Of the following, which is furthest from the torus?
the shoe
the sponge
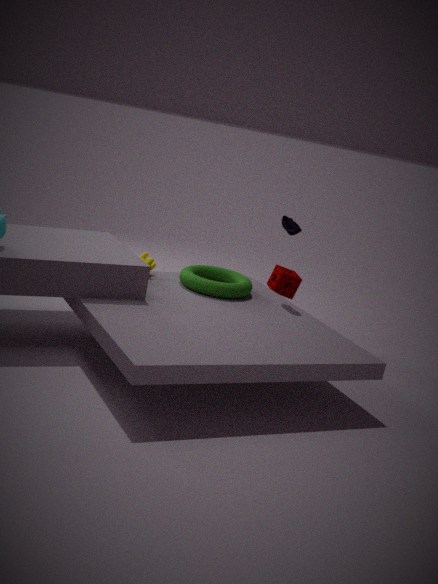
the shoe
